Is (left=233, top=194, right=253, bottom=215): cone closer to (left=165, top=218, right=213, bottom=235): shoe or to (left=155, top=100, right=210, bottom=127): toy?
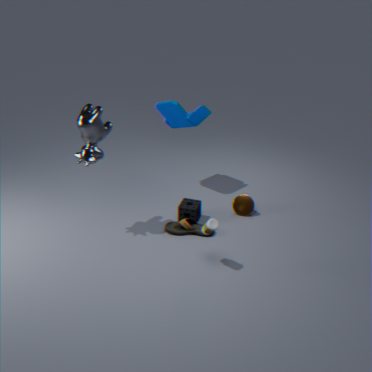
(left=165, top=218, right=213, bottom=235): shoe
